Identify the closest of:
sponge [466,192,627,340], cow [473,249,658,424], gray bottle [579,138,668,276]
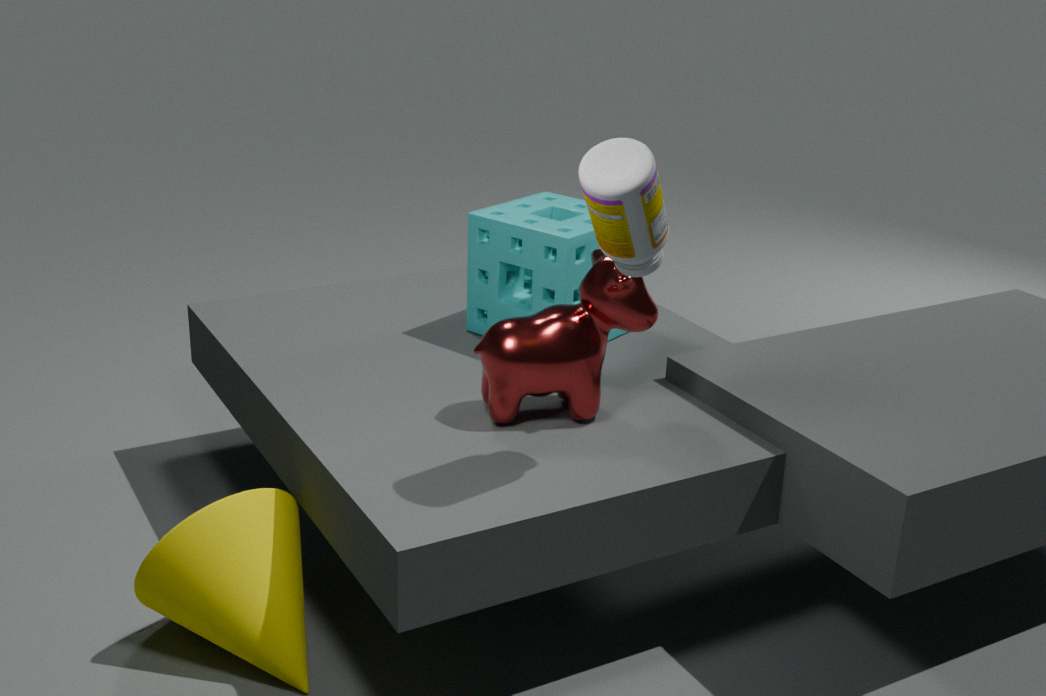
gray bottle [579,138,668,276]
